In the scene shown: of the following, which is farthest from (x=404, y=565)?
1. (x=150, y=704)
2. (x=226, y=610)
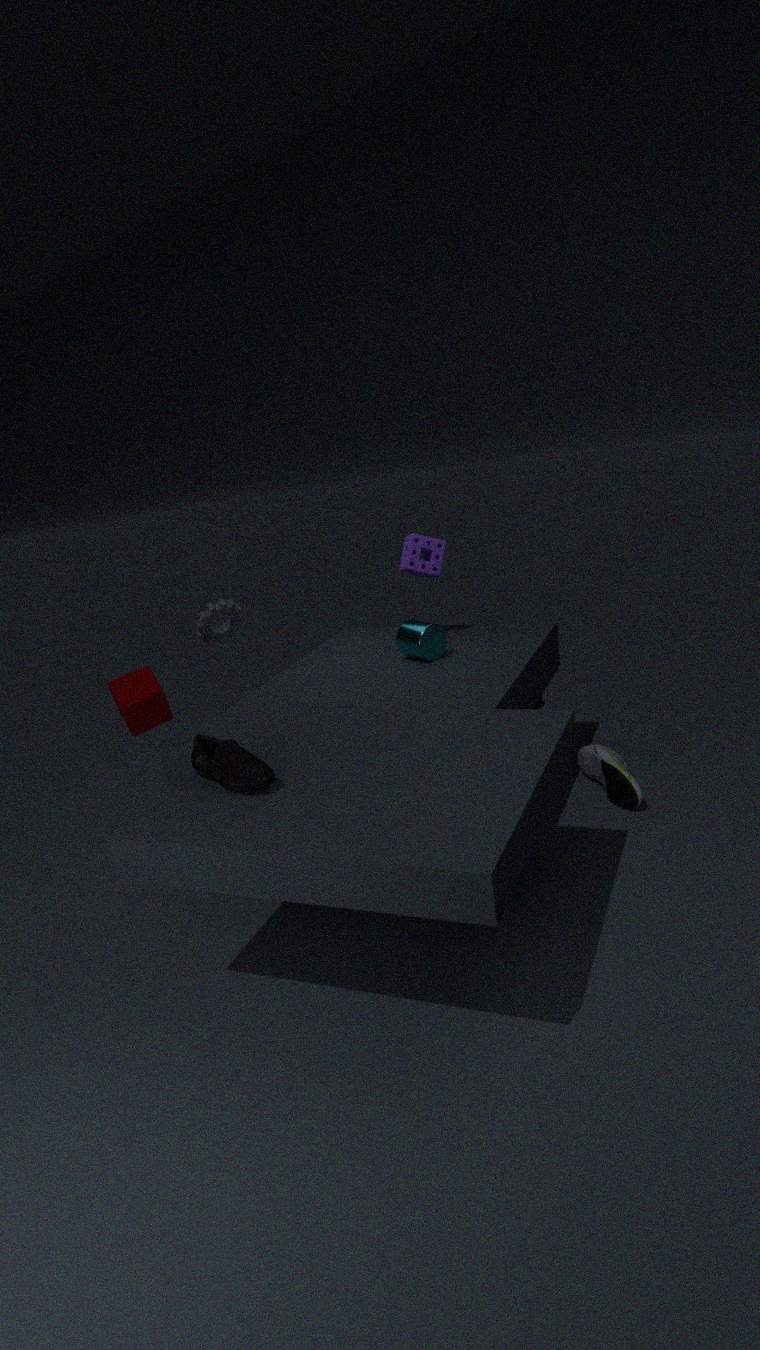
(x=150, y=704)
